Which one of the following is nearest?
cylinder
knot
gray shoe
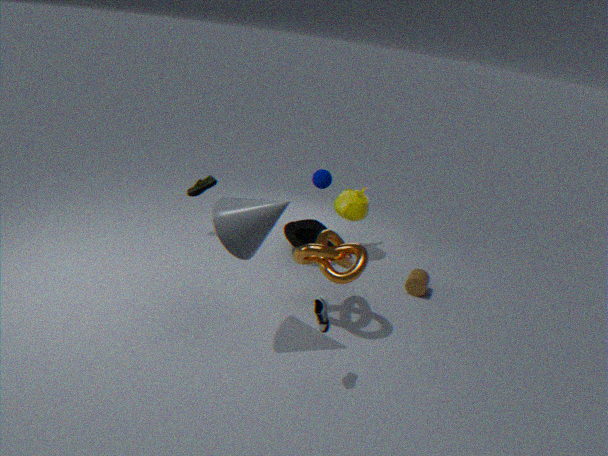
gray shoe
